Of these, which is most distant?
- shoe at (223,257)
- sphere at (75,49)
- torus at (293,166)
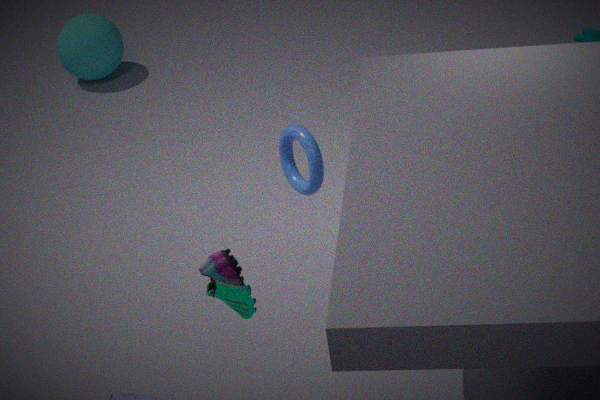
sphere at (75,49)
